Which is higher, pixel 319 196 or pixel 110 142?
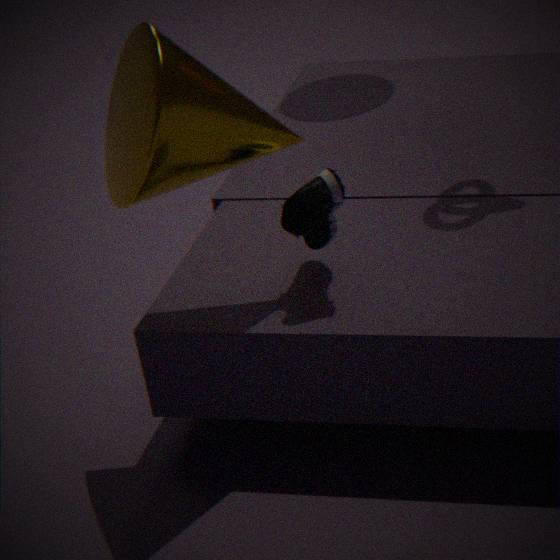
pixel 110 142
